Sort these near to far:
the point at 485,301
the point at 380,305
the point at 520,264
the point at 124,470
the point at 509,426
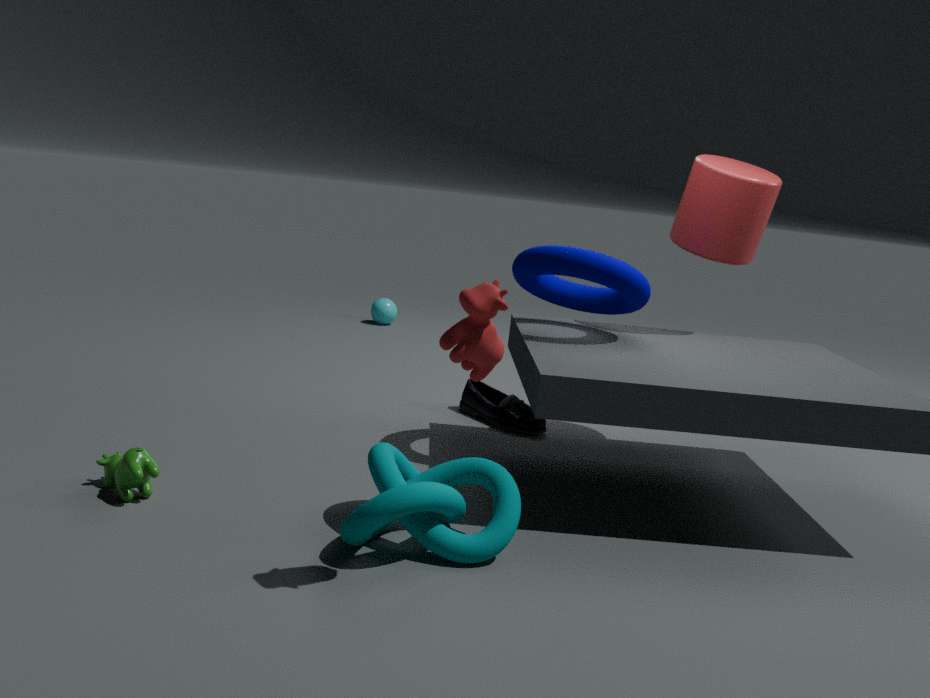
the point at 485,301
the point at 124,470
the point at 520,264
the point at 509,426
the point at 380,305
